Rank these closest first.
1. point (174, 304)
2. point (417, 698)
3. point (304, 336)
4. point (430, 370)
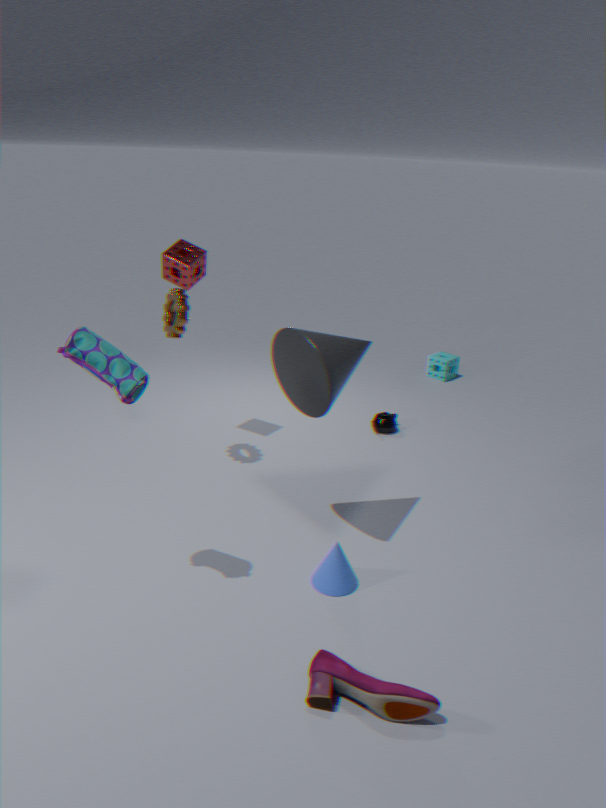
point (417, 698)
point (304, 336)
point (174, 304)
point (430, 370)
